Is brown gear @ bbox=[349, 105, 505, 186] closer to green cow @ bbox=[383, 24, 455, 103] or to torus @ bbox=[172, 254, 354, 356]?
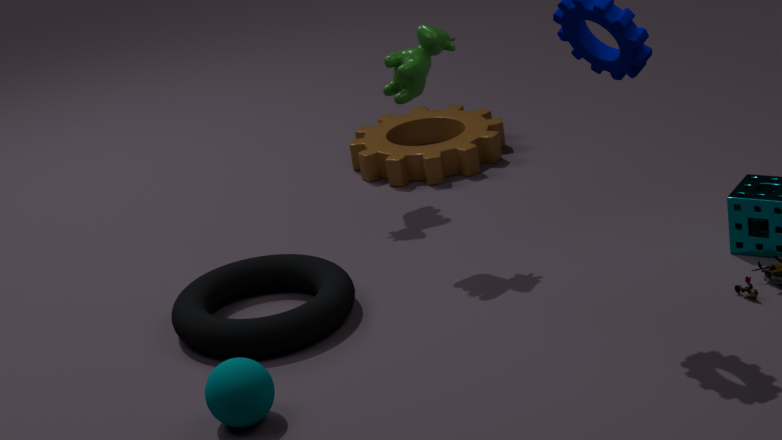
green cow @ bbox=[383, 24, 455, 103]
